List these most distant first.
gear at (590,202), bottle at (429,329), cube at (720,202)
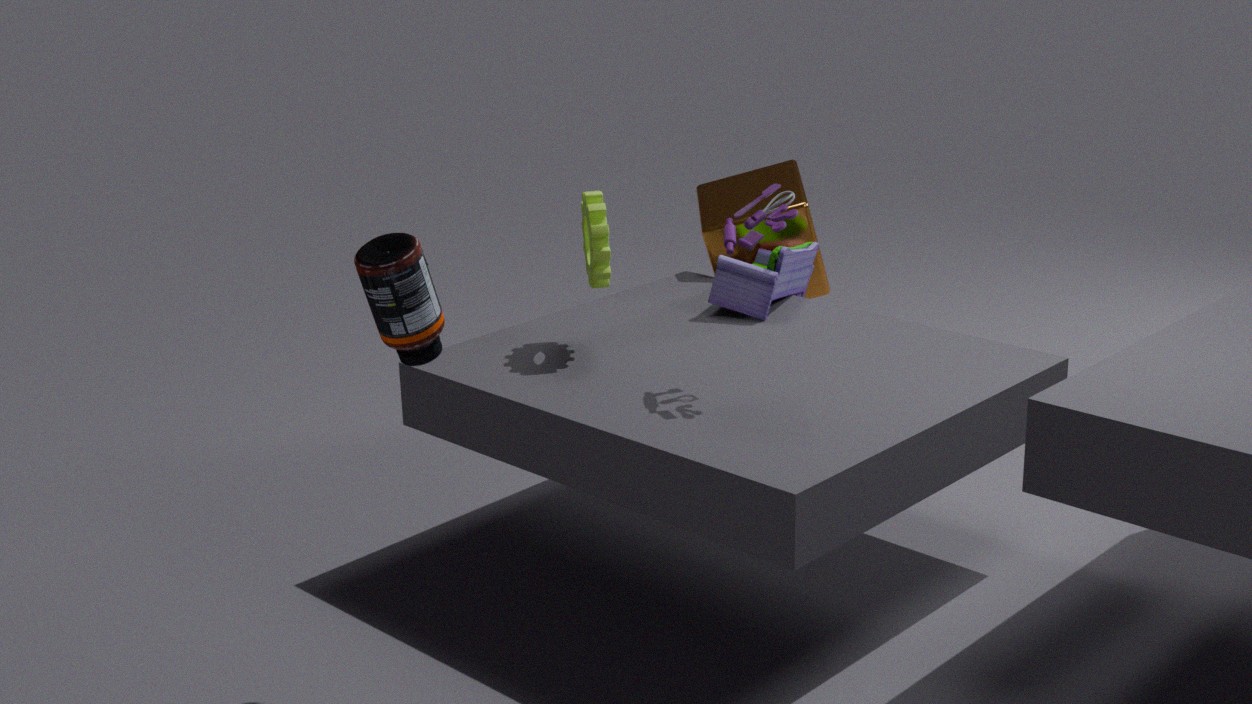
cube at (720,202) → gear at (590,202) → bottle at (429,329)
